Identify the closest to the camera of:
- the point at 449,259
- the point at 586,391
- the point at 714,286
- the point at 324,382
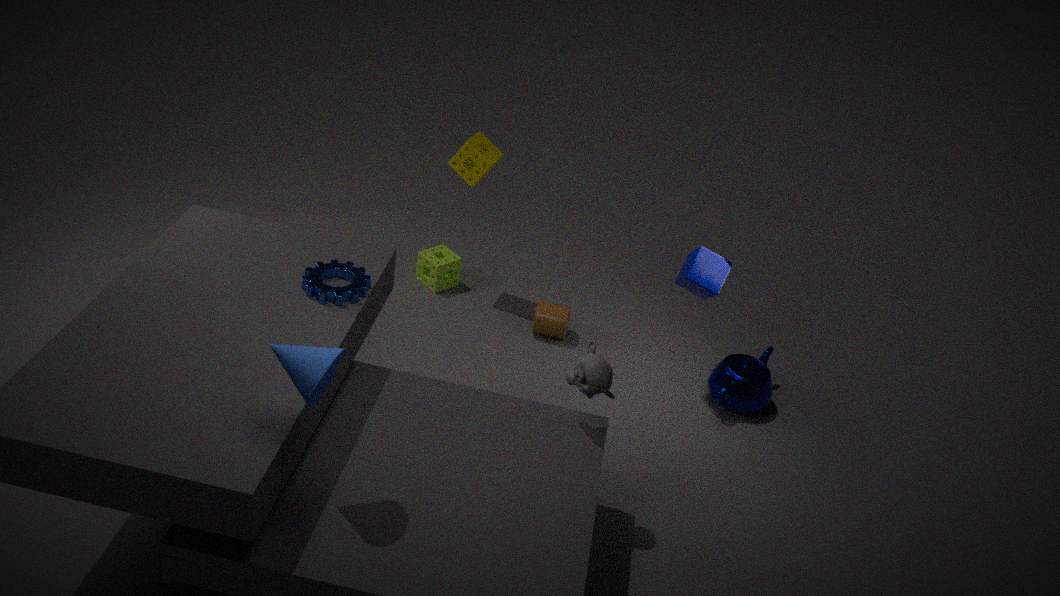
the point at 324,382
